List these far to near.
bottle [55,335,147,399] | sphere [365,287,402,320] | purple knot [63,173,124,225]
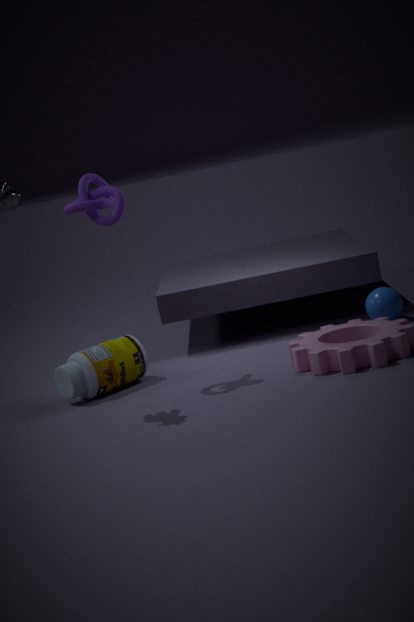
sphere [365,287,402,320] < bottle [55,335,147,399] < purple knot [63,173,124,225]
